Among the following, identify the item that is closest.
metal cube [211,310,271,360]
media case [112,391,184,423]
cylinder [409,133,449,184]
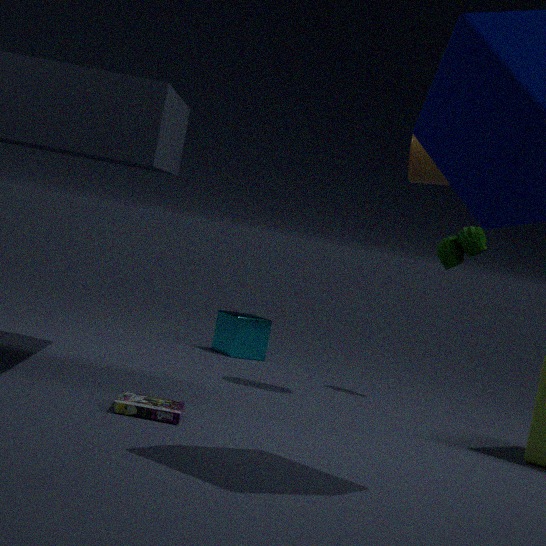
media case [112,391,184,423]
